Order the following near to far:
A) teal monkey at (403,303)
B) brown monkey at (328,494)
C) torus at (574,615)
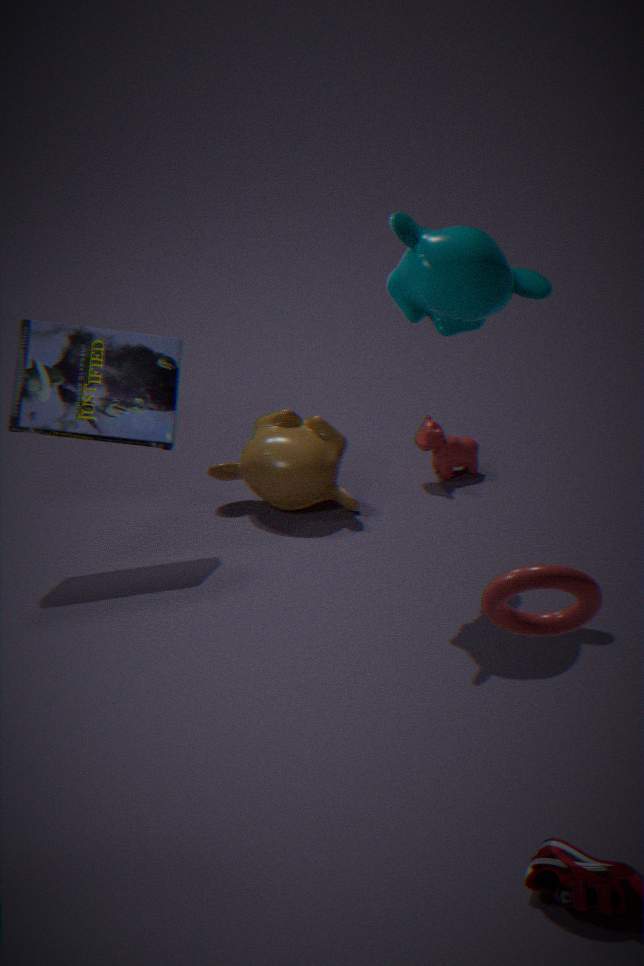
torus at (574,615) < teal monkey at (403,303) < brown monkey at (328,494)
